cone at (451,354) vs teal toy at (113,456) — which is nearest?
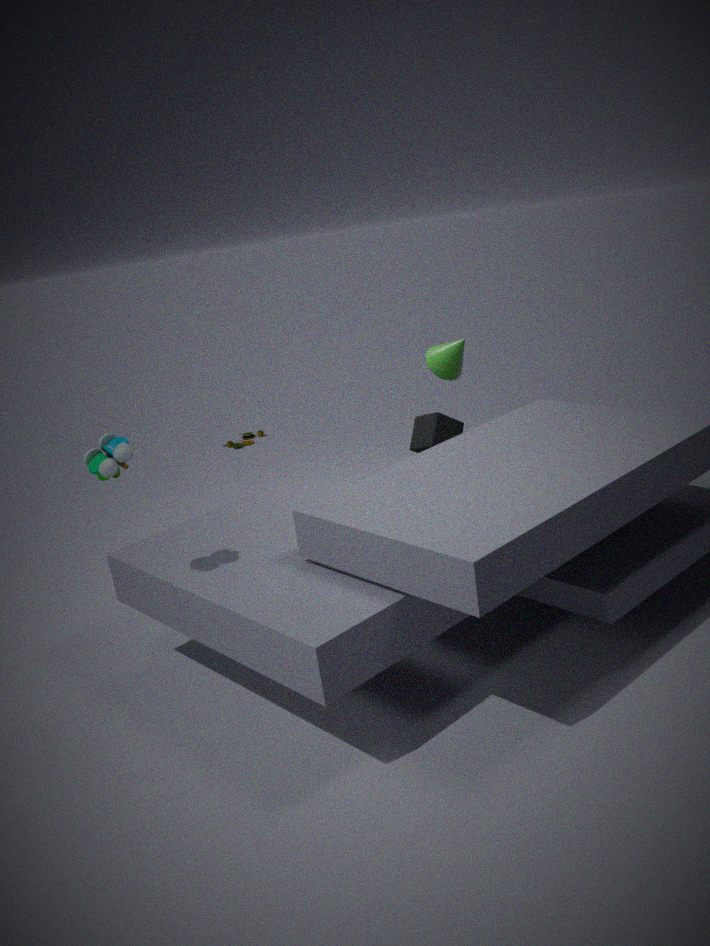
teal toy at (113,456)
